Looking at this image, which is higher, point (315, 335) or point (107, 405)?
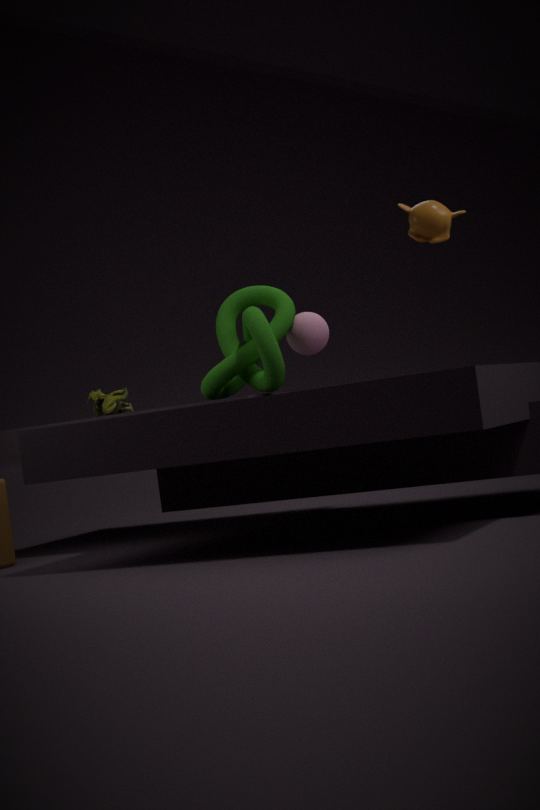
point (315, 335)
